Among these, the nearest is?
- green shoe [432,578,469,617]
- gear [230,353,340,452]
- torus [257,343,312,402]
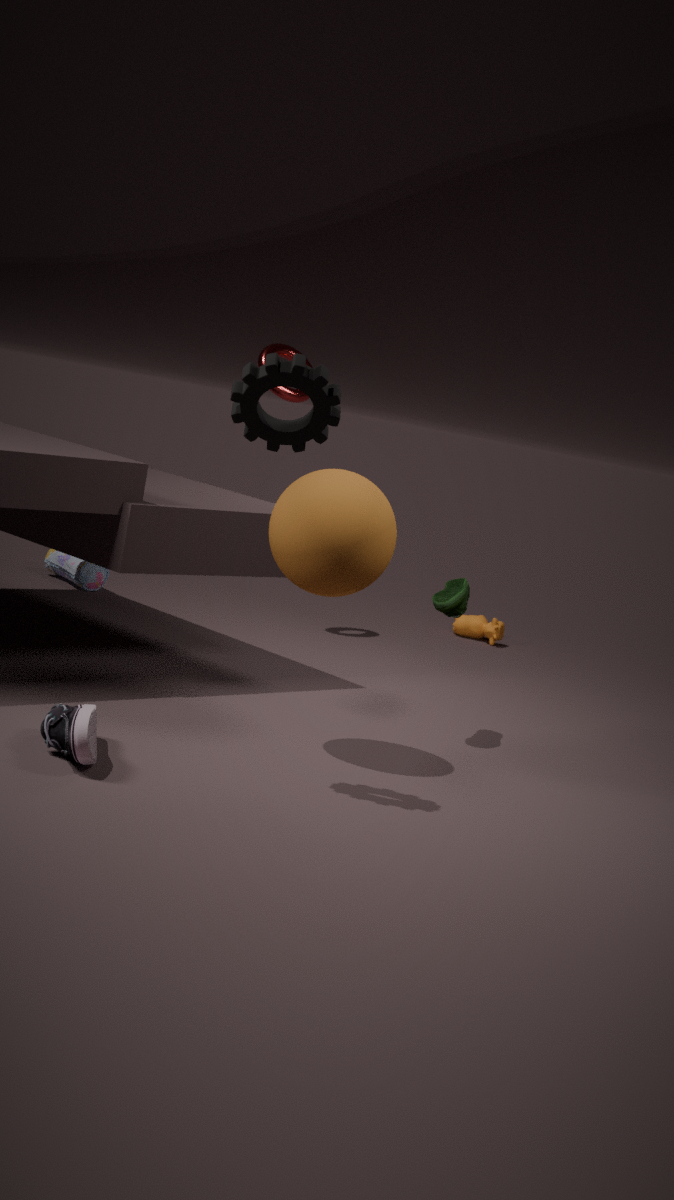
gear [230,353,340,452]
